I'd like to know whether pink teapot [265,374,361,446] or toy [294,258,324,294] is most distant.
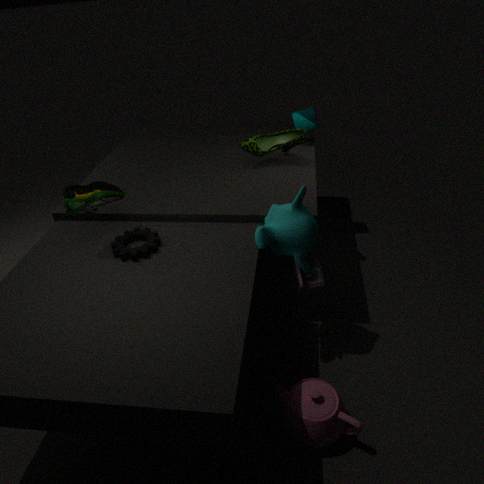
toy [294,258,324,294]
